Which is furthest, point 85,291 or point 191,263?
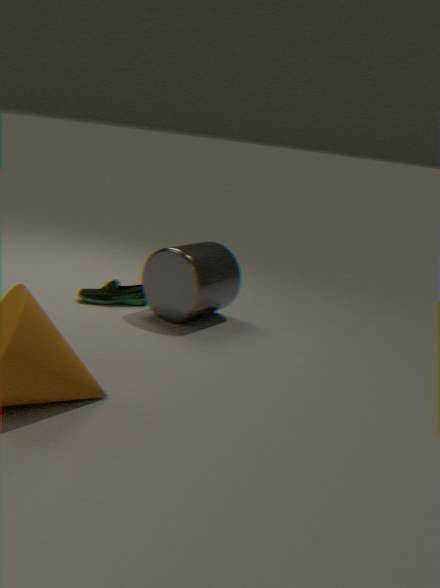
point 85,291
